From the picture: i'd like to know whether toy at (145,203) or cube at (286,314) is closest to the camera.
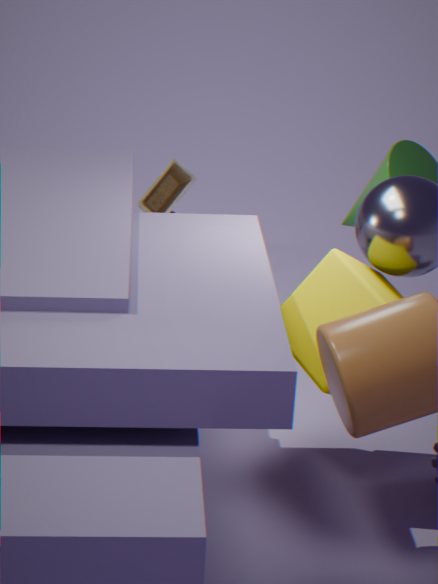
cube at (286,314)
